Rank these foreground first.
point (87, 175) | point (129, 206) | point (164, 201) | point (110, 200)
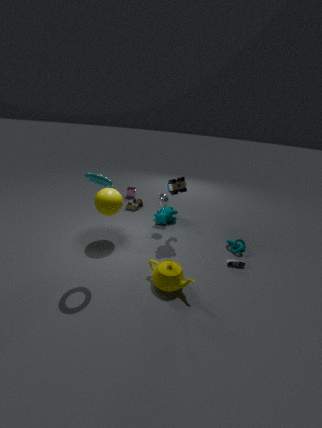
1. point (87, 175)
2. point (110, 200)
3. point (164, 201)
4. point (129, 206)
